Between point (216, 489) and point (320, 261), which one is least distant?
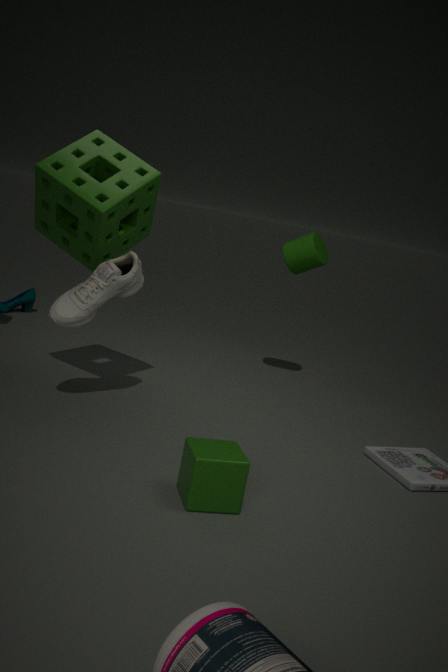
point (216, 489)
